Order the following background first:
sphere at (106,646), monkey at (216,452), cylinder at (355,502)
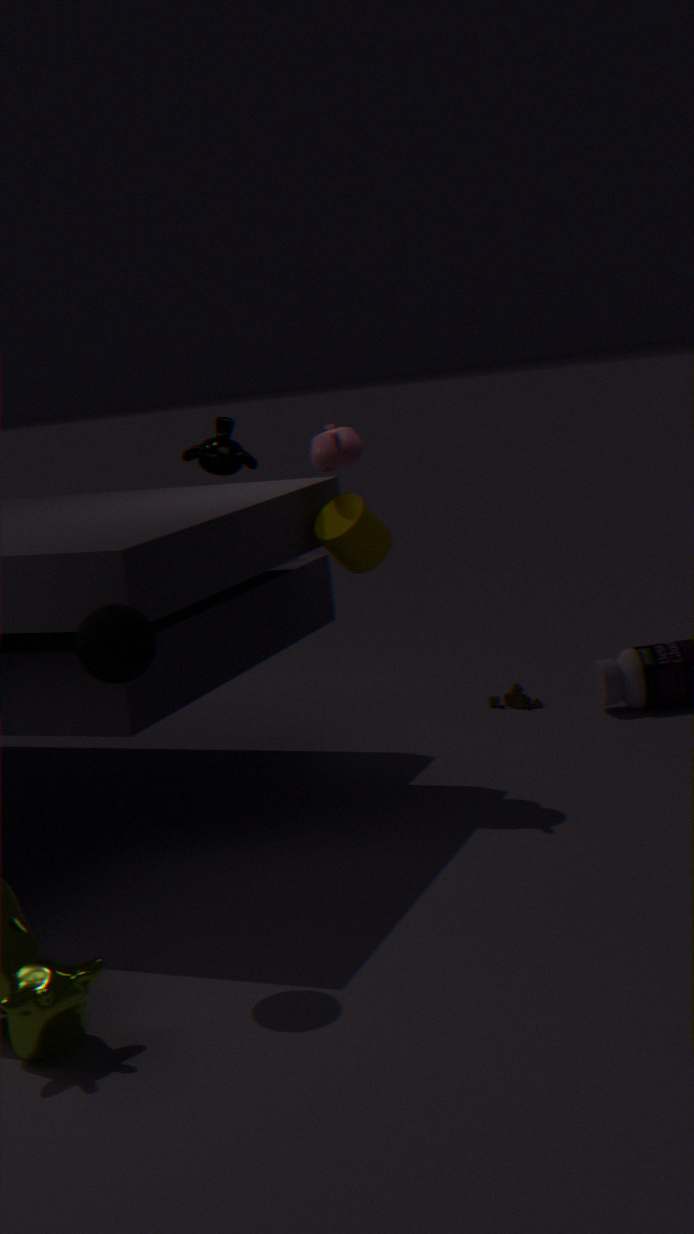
monkey at (216,452)
cylinder at (355,502)
sphere at (106,646)
